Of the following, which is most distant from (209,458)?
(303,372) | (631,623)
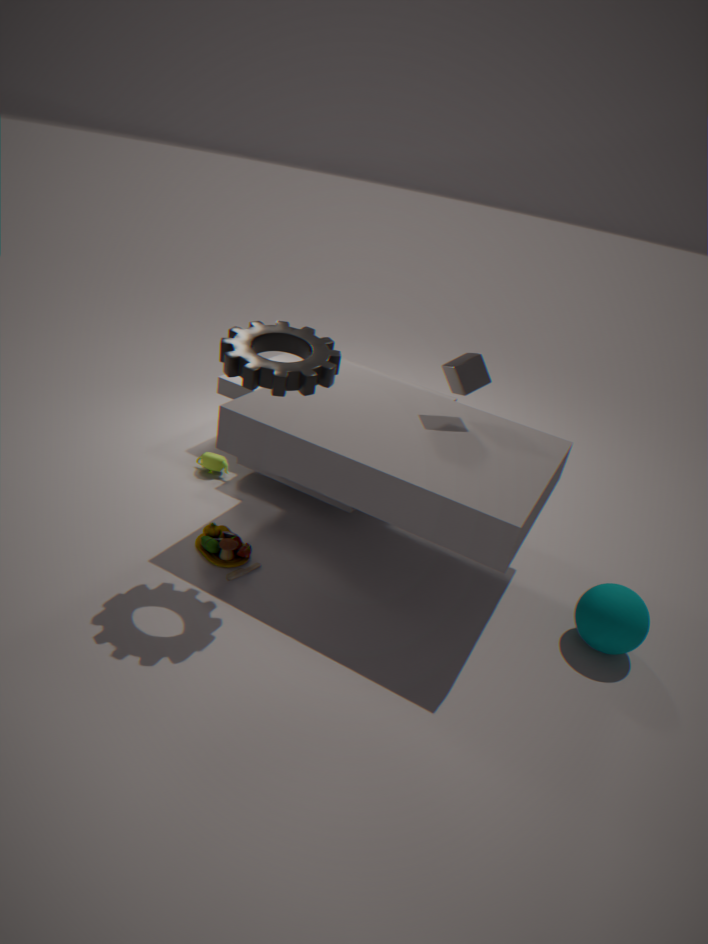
(631,623)
